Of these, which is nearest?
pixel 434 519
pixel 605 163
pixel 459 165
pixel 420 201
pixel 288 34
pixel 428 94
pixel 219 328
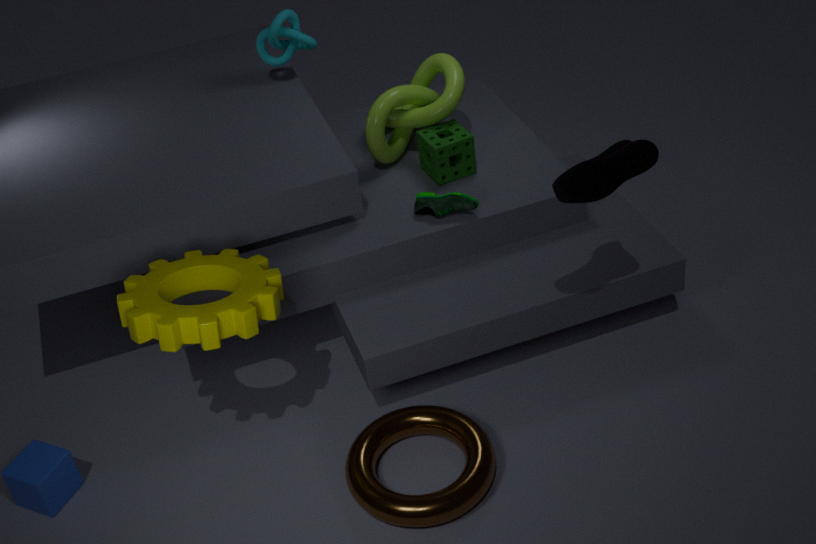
pixel 605 163
